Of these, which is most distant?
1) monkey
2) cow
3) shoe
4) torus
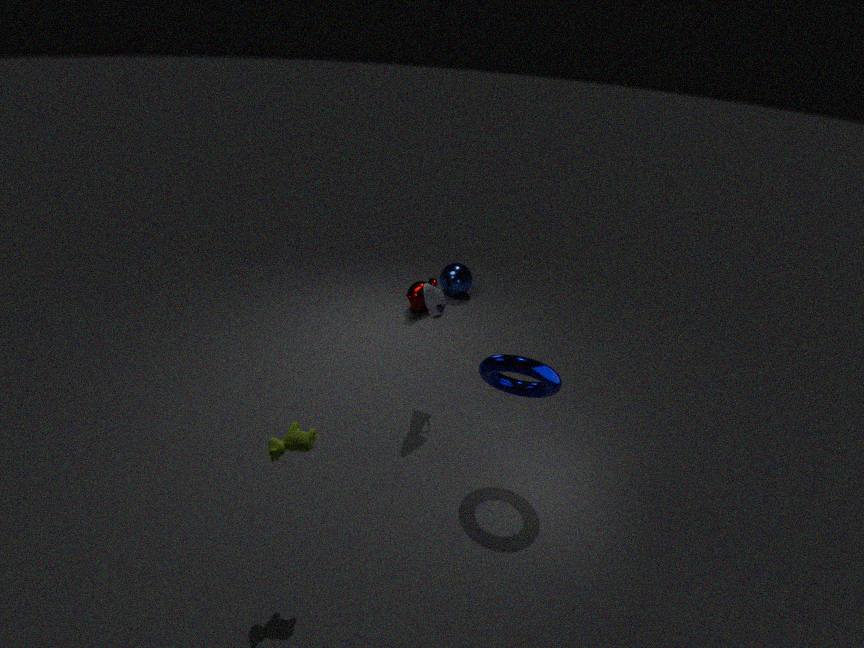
1. monkey
